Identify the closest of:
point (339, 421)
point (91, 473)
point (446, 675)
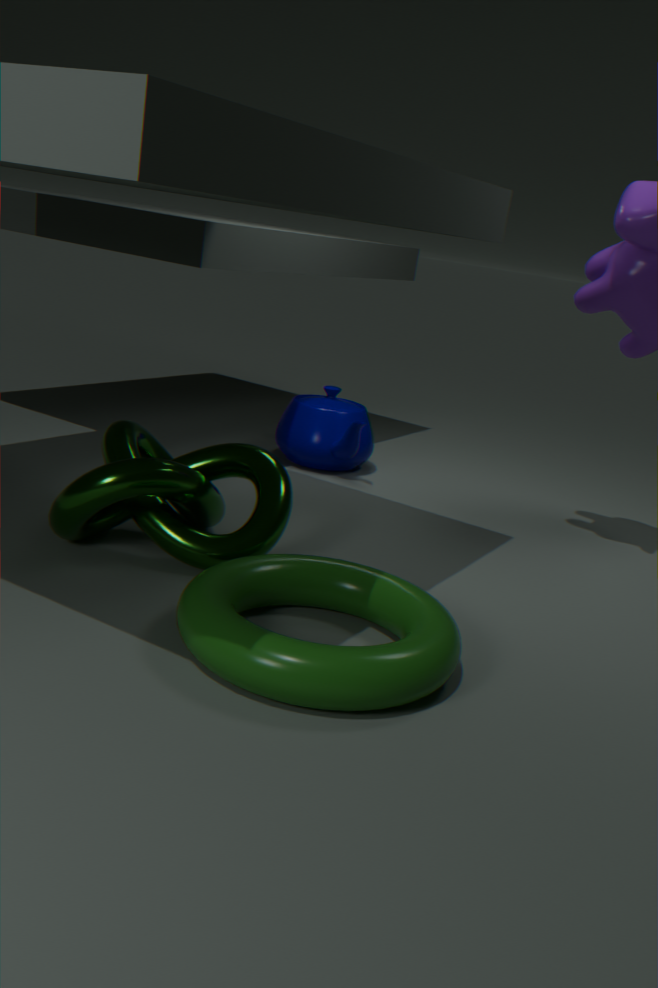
point (446, 675)
